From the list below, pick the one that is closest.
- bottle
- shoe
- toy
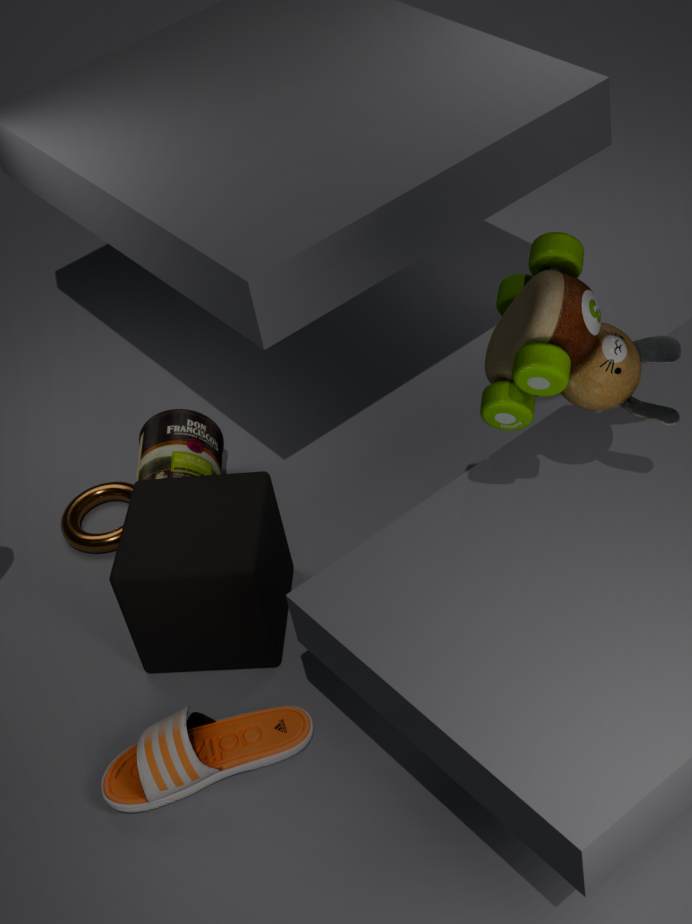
toy
